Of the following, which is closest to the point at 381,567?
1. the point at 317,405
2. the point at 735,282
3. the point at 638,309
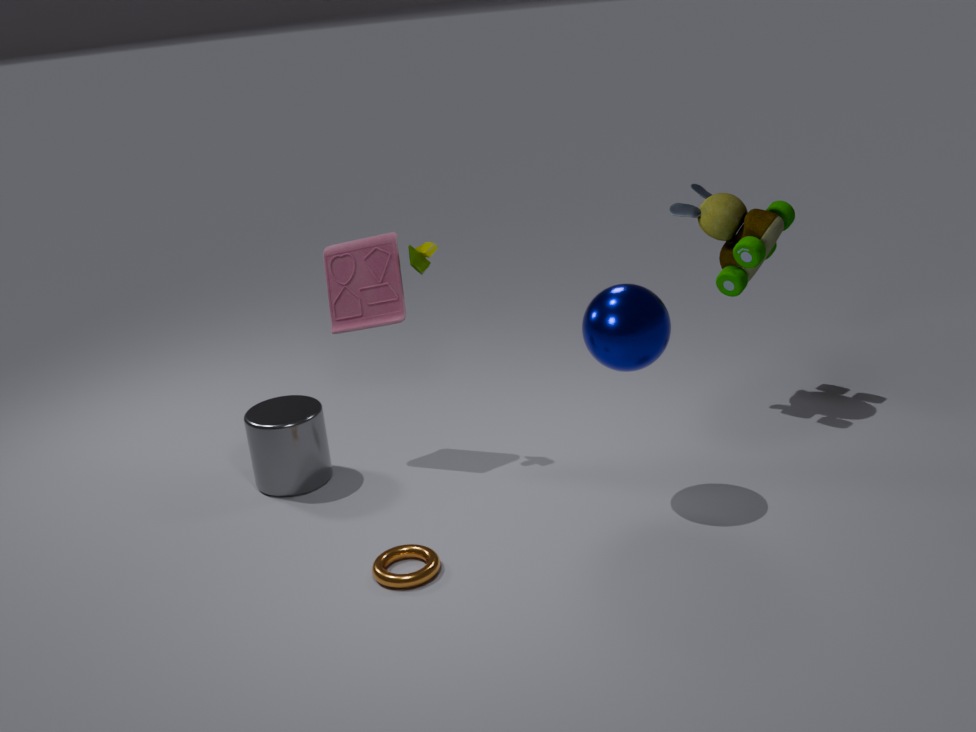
the point at 317,405
